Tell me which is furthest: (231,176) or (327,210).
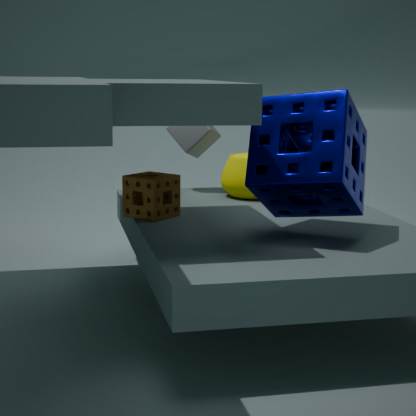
(231,176)
